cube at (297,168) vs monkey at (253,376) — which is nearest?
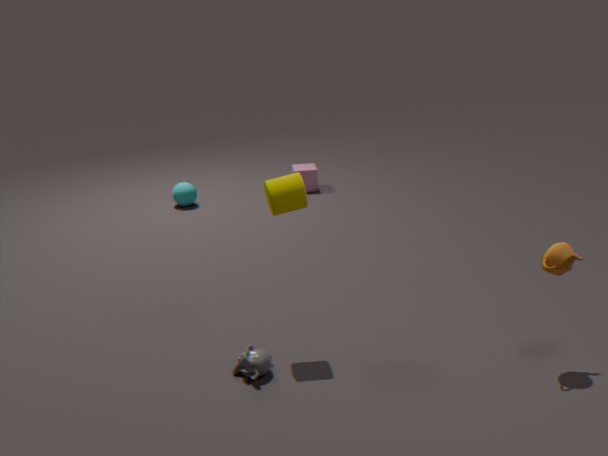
monkey at (253,376)
